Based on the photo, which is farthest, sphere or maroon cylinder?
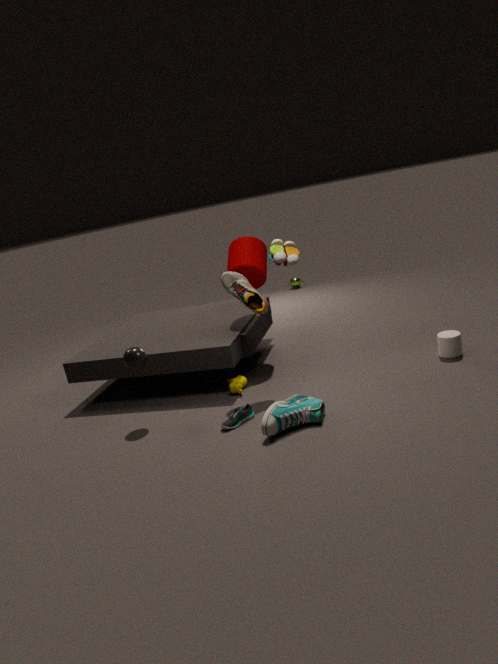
maroon cylinder
